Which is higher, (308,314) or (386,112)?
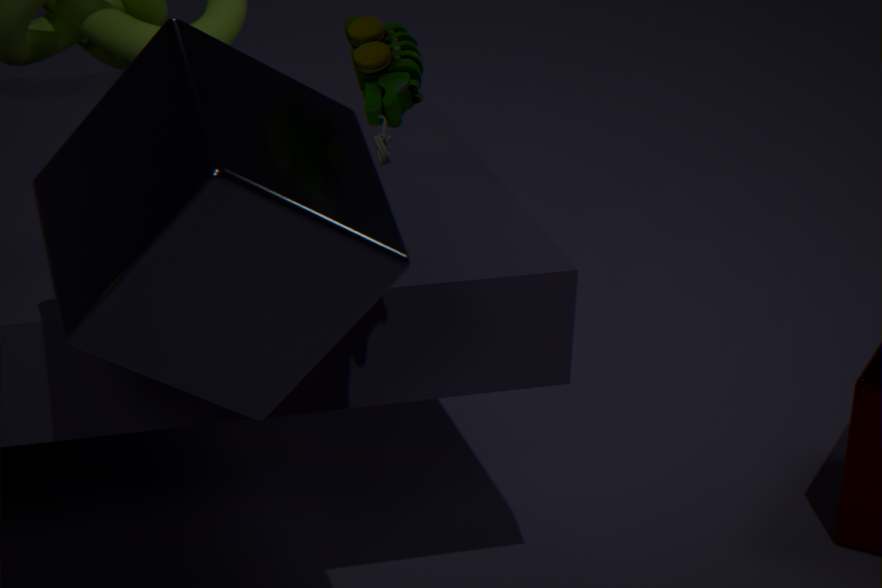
(386,112)
